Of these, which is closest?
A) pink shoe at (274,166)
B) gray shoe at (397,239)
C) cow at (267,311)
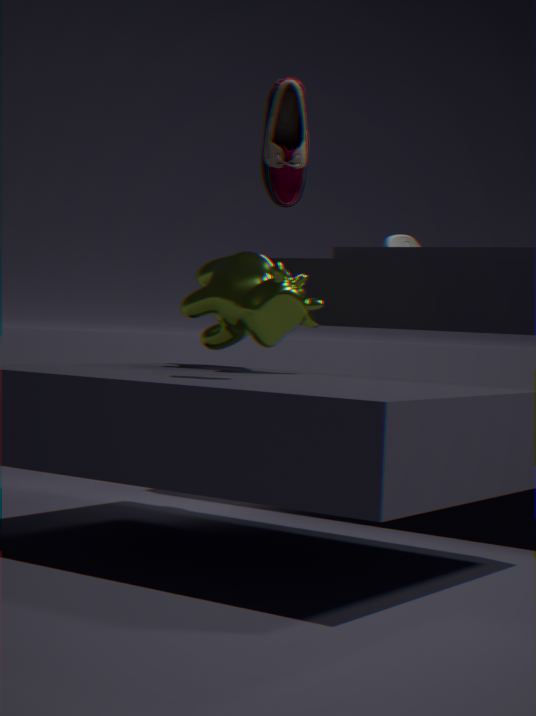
pink shoe at (274,166)
